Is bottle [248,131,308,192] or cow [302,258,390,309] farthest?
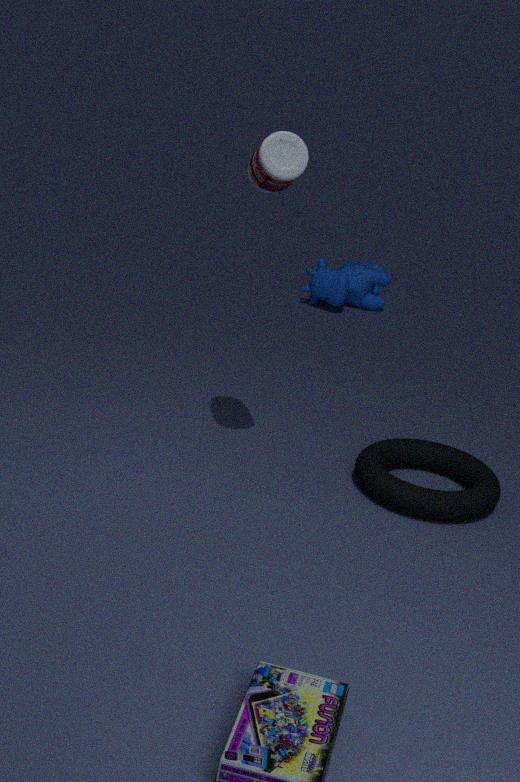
cow [302,258,390,309]
